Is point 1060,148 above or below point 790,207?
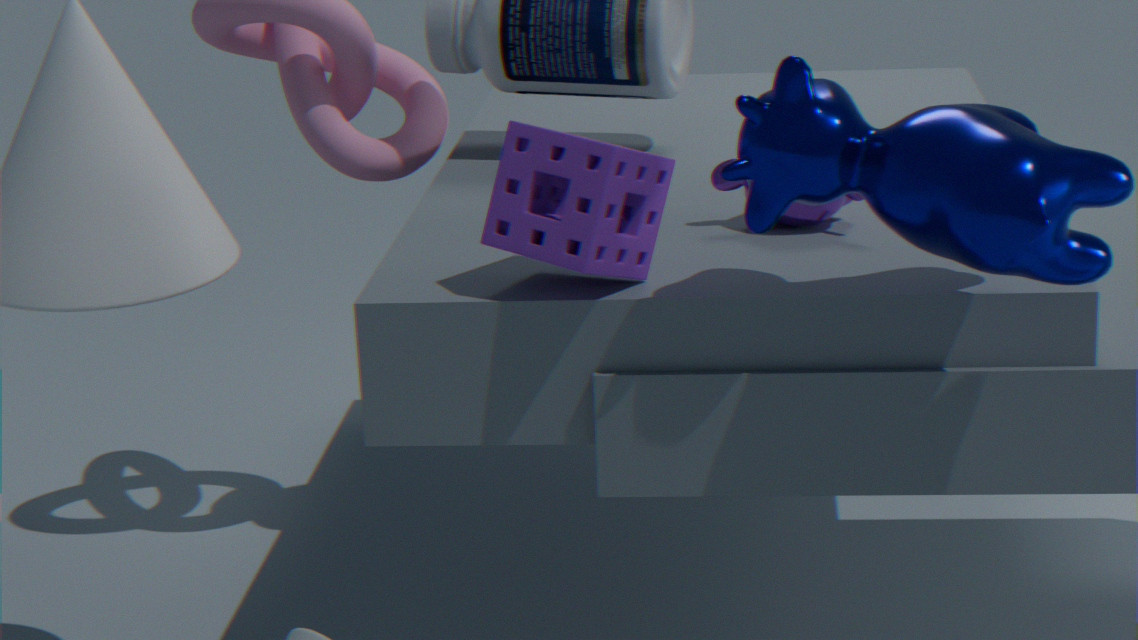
above
